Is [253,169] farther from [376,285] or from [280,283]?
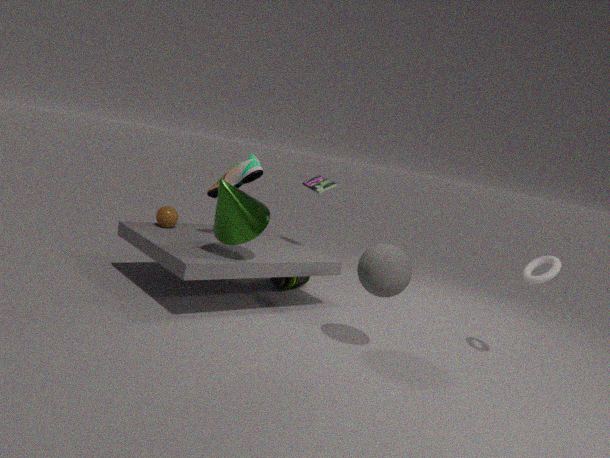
[376,285]
